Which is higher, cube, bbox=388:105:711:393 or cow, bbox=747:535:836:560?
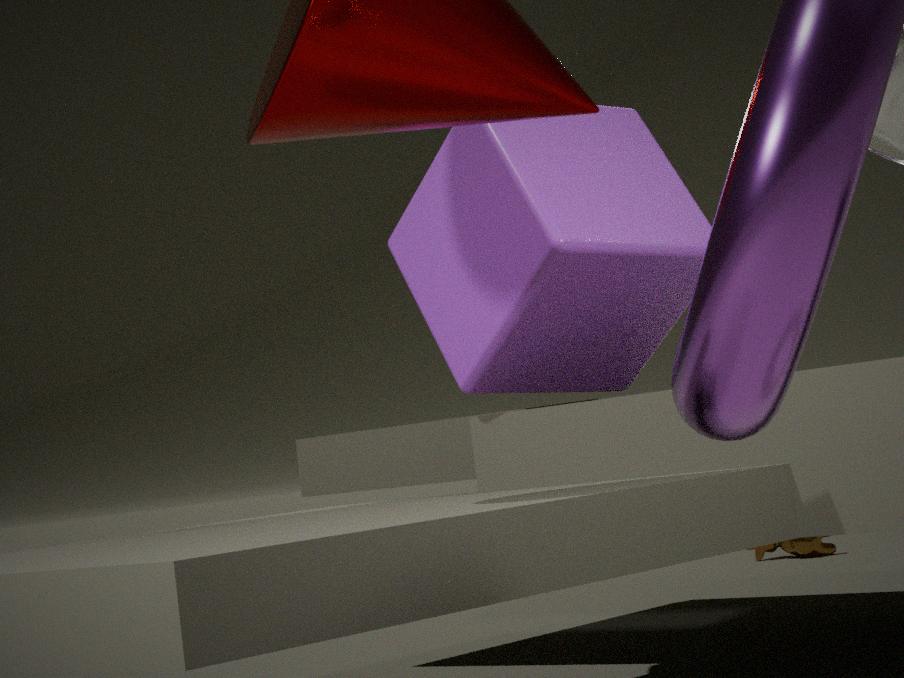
cube, bbox=388:105:711:393
